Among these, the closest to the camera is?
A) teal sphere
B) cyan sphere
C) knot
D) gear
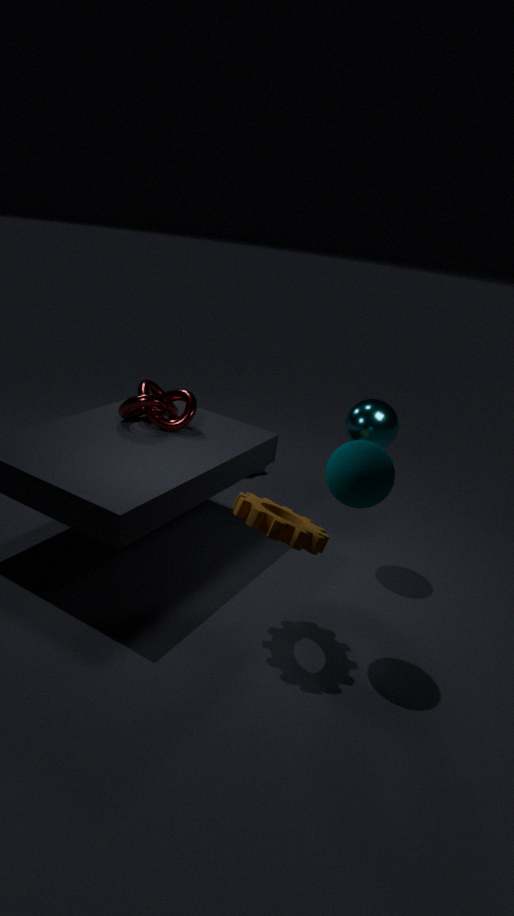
teal sphere
